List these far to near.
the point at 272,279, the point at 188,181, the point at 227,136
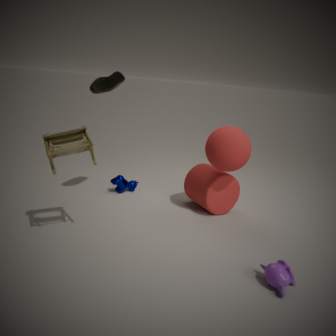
the point at 188,181 → the point at 227,136 → the point at 272,279
